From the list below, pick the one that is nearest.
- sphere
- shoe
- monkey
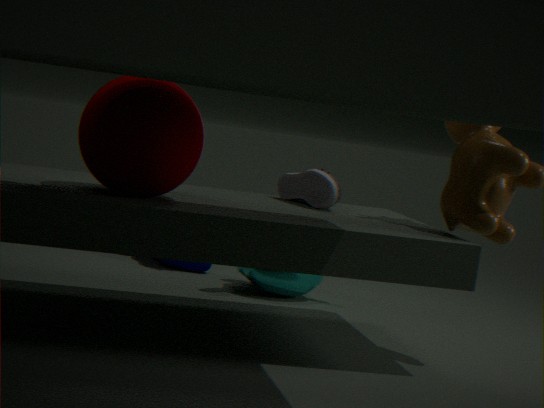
sphere
